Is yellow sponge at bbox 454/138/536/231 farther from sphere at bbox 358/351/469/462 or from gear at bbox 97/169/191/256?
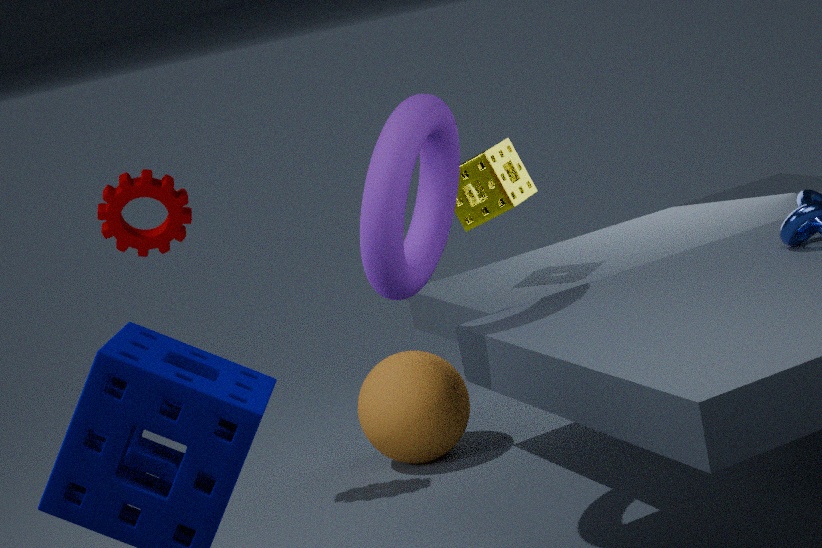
gear at bbox 97/169/191/256
